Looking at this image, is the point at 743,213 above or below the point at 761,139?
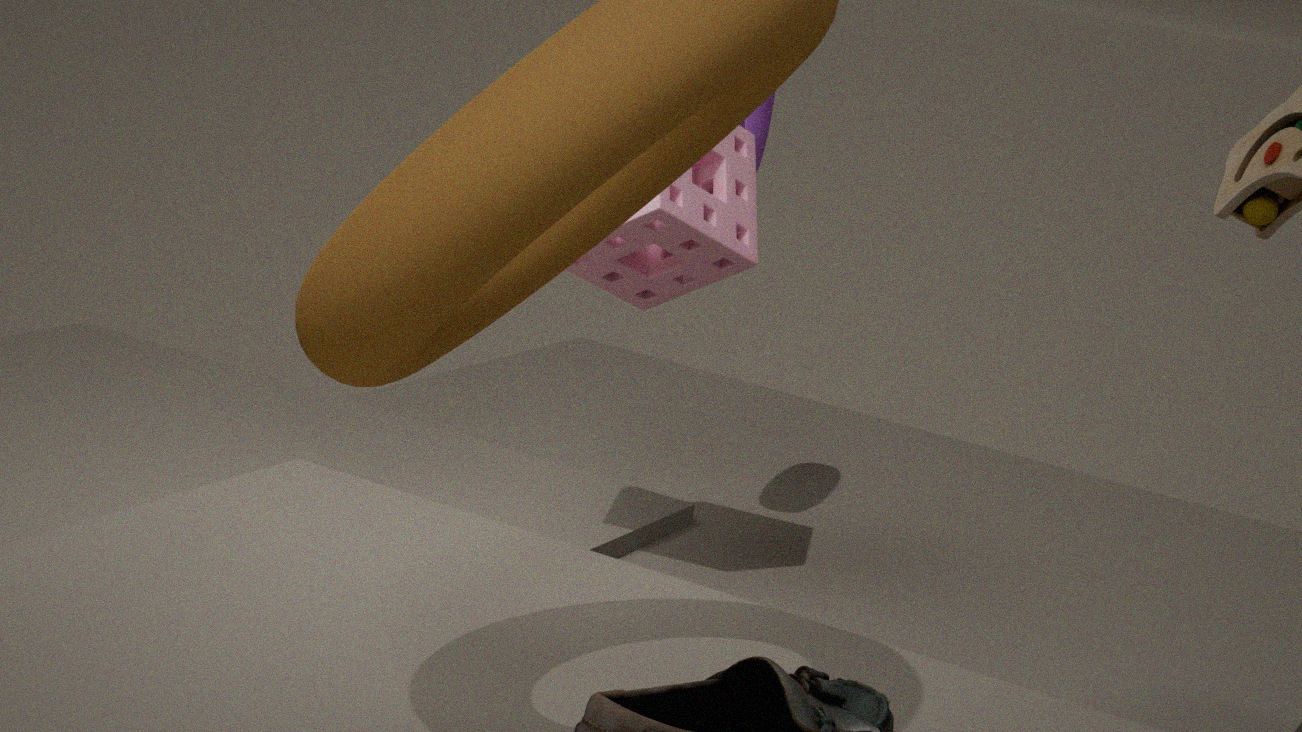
below
